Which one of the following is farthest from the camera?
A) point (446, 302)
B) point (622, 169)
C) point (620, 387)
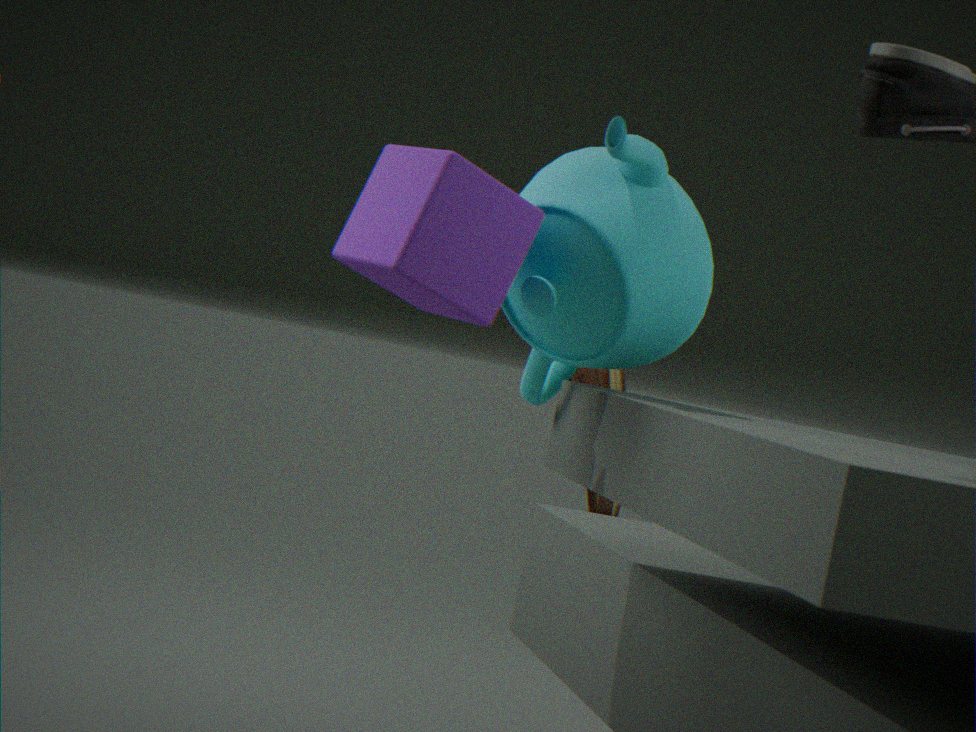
point (620, 387)
